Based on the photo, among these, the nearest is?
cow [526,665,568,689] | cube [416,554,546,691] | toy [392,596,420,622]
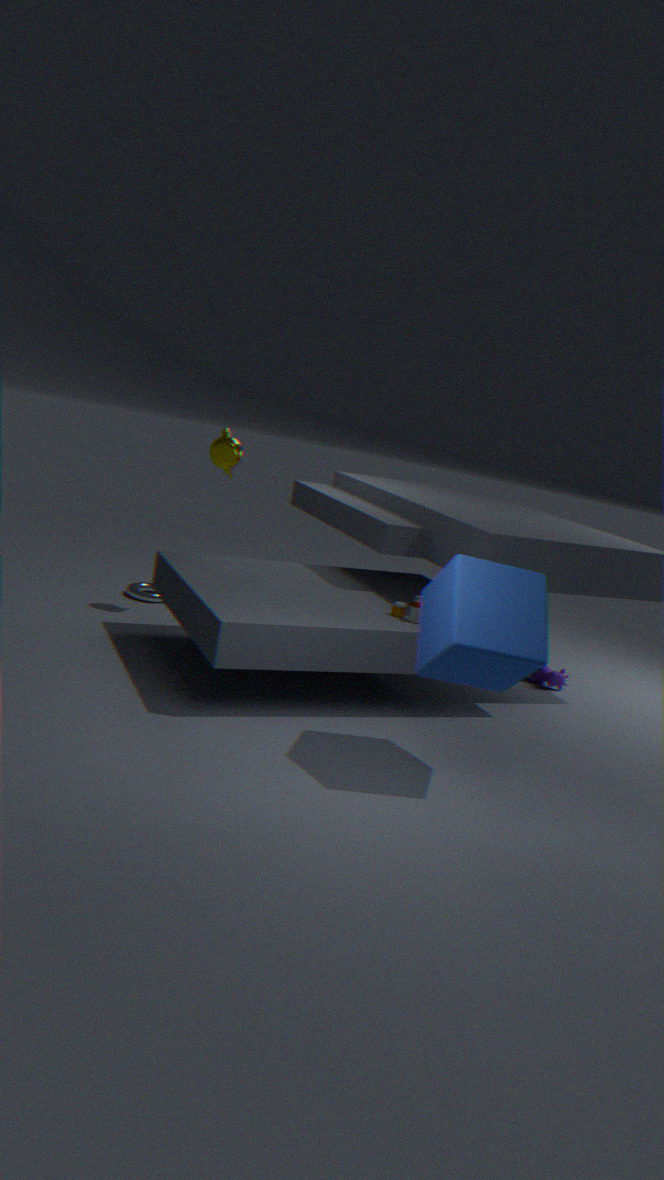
cube [416,554,546,691]
